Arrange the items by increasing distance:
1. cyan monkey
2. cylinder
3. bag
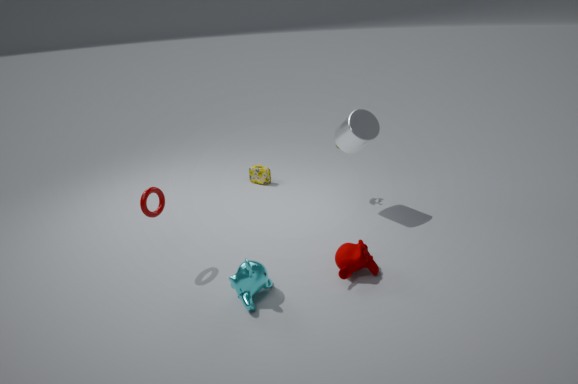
cyan monkey < cylinder < bag
